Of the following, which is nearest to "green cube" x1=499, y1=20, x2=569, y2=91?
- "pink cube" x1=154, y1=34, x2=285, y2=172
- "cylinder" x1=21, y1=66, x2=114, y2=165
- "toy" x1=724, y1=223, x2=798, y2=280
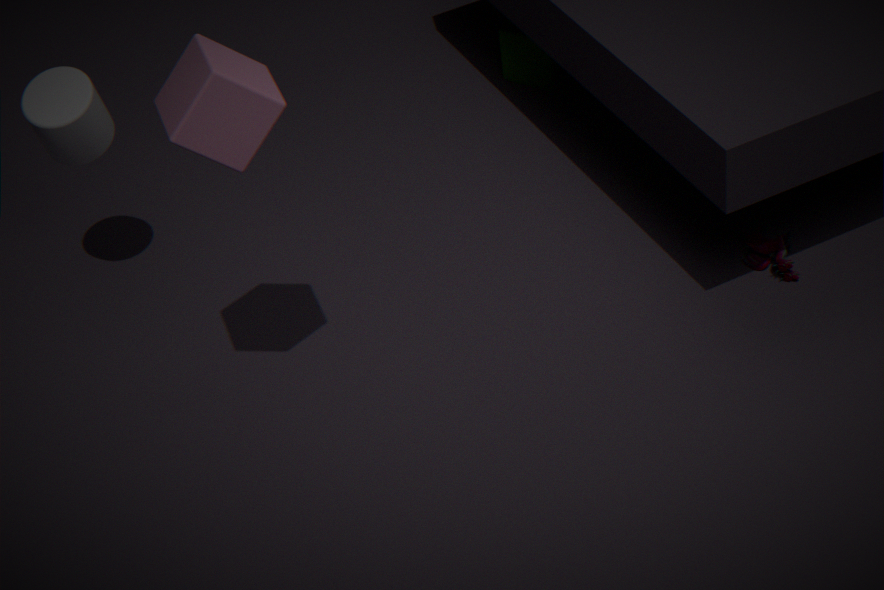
"toy" x1=724, y1=223, x2=798, y2=280
